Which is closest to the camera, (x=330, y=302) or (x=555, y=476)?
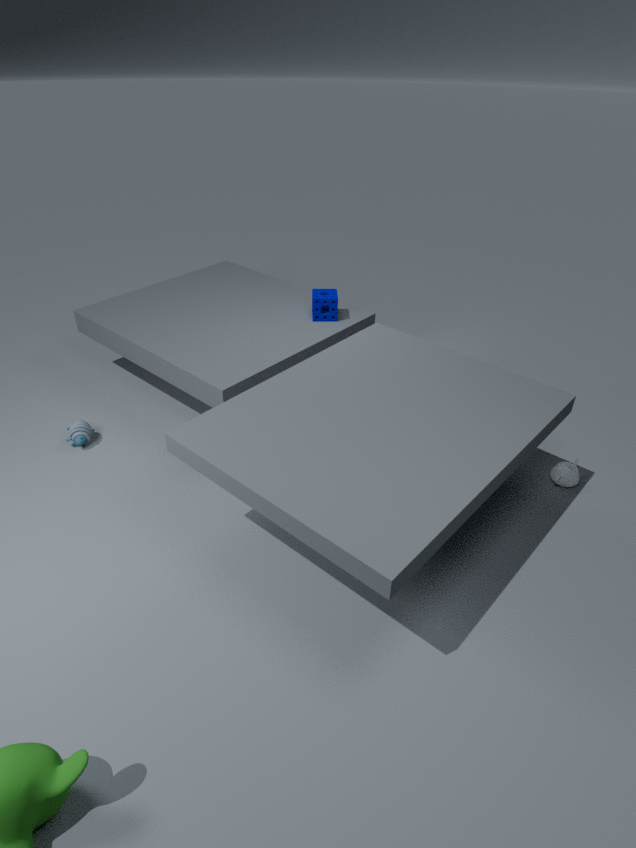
(x=555, y=476)
